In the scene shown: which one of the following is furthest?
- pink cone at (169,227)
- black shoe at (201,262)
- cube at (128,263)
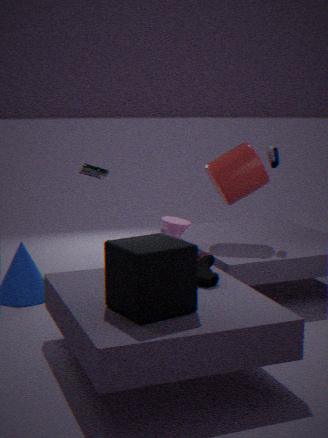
pink cone at (169,227)
